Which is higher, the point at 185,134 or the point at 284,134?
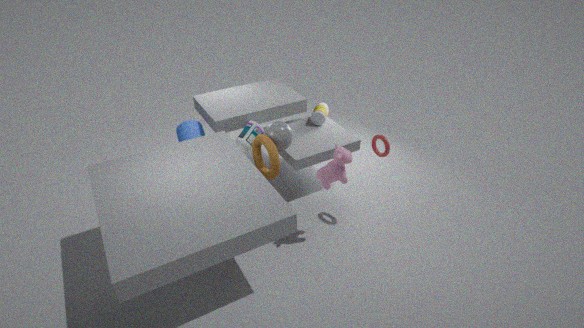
the point at 284,134
